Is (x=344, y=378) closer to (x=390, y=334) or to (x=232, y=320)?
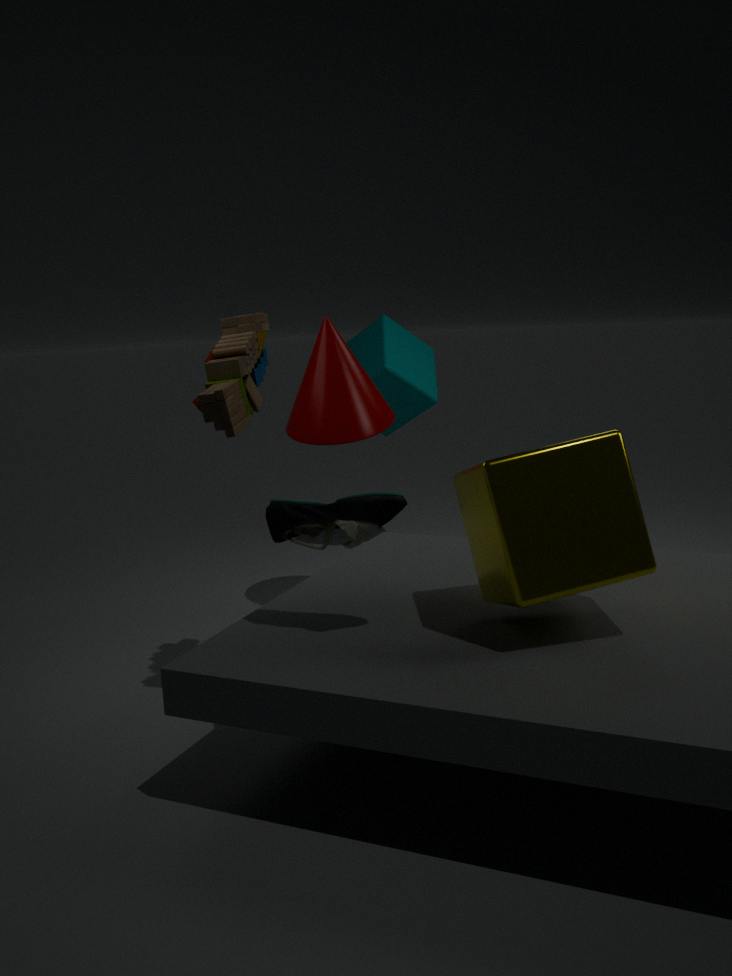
(x=232, y=320)
